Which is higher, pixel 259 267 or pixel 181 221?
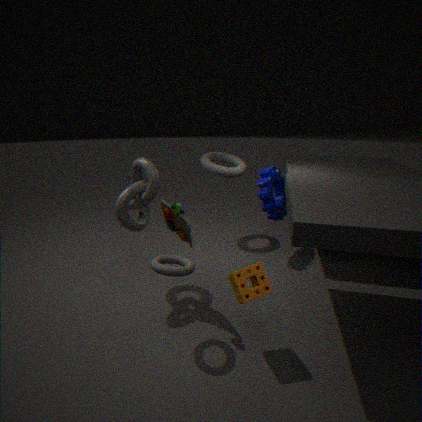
pixel 181 221
